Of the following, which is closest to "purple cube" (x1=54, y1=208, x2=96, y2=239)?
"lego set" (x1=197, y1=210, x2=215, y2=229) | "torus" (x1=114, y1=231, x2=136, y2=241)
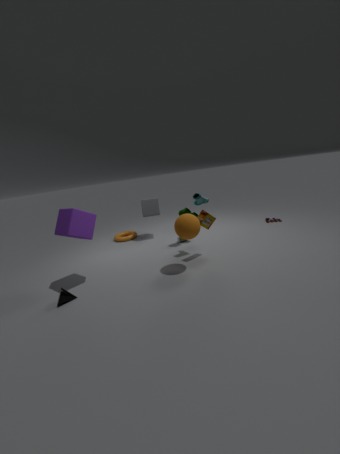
"lego set" (x1=197, y1=210, x2=215, y2=229)
